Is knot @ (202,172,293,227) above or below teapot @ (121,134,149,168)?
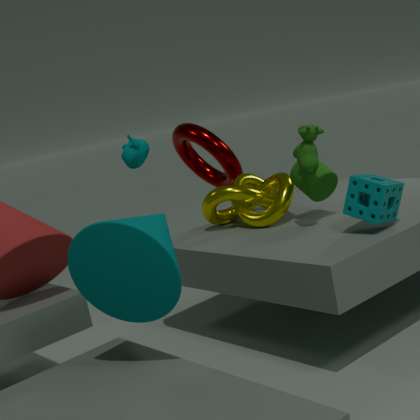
below
